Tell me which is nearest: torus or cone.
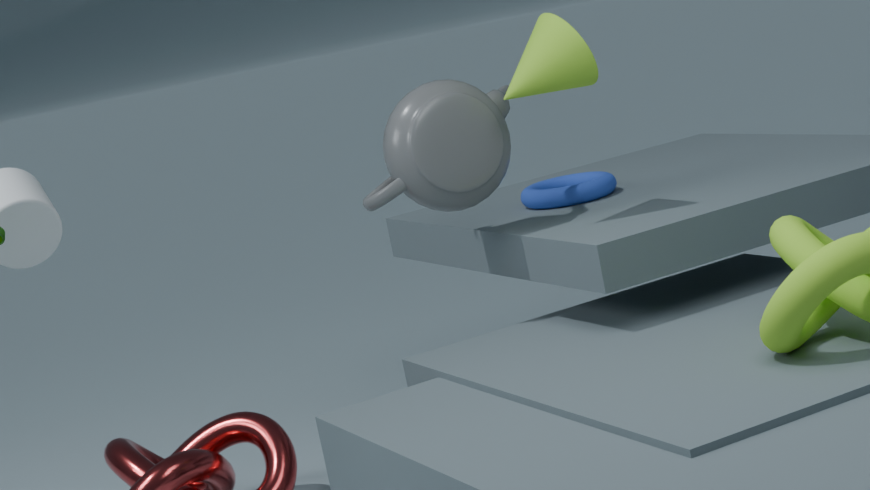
cone
